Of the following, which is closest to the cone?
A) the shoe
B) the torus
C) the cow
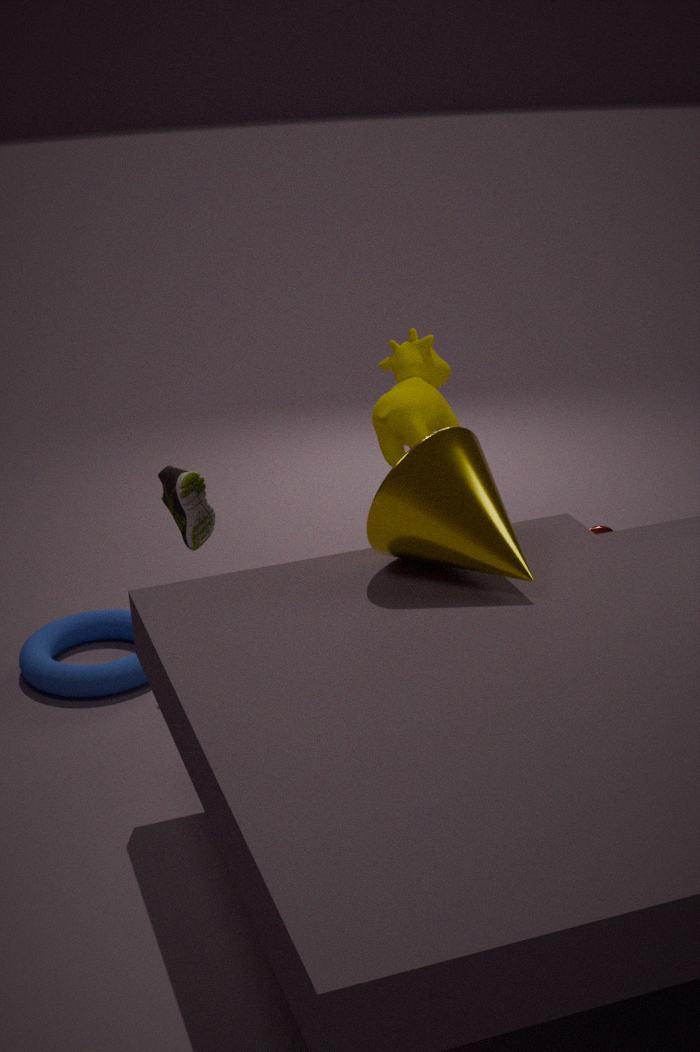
the cow
